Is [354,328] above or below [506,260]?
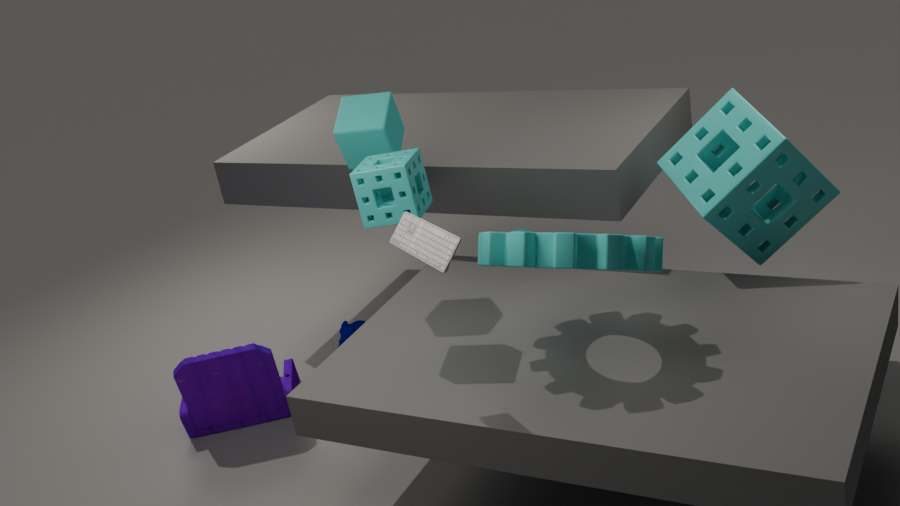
below
